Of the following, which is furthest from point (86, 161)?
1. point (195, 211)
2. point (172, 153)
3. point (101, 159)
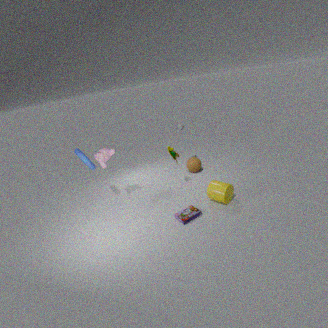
point (195, 211)
